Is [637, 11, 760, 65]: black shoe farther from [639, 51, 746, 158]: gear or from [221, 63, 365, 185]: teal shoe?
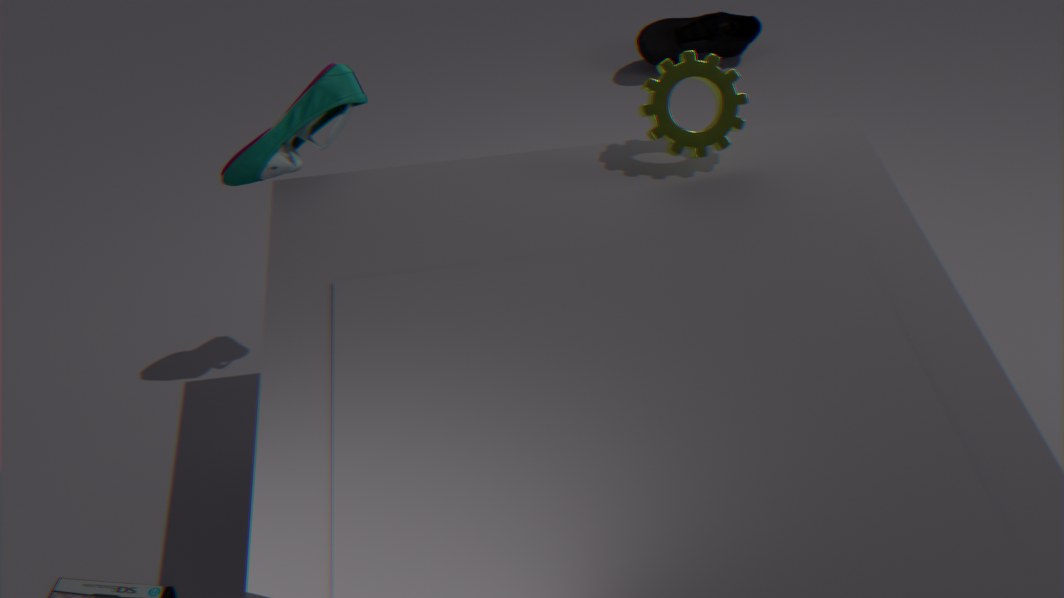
[221, 63, 365, 185]: teal shoe
